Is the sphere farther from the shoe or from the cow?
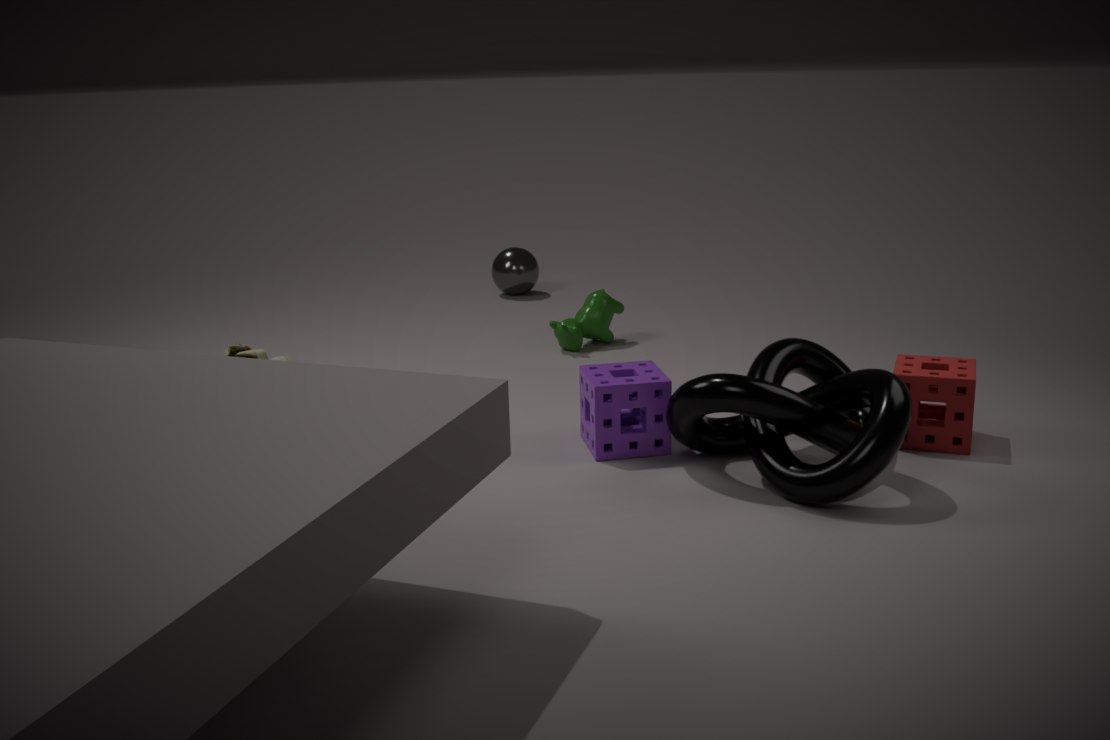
the shoe
